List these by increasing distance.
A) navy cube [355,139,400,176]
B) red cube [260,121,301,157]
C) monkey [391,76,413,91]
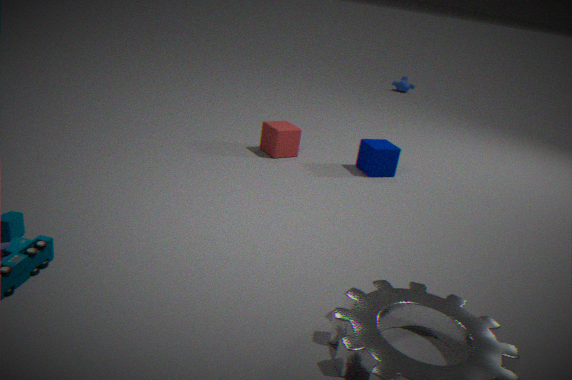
1. navy cube [355,139,400,176]
2. red cube [260,121,301,157]
3. monkey [391,76,413,91]
